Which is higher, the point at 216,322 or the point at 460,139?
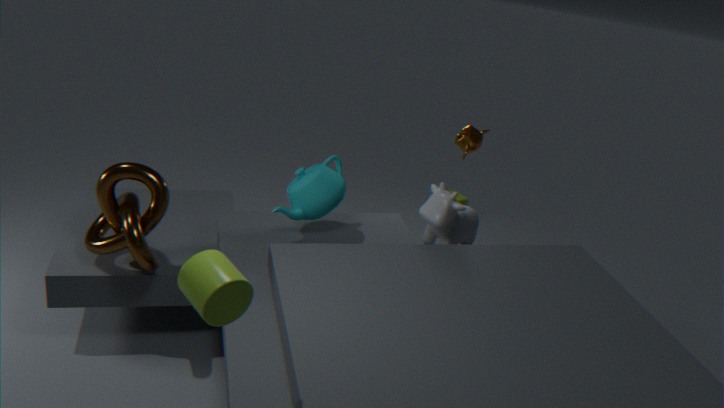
the point at 216,322
